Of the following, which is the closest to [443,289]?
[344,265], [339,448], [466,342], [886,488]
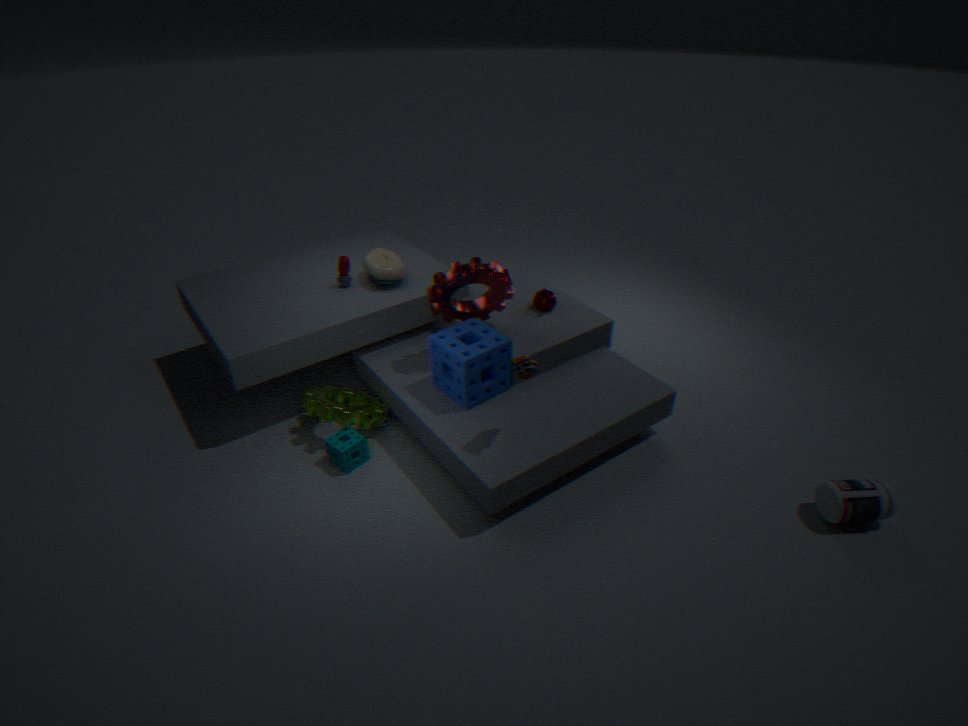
[466,342]
